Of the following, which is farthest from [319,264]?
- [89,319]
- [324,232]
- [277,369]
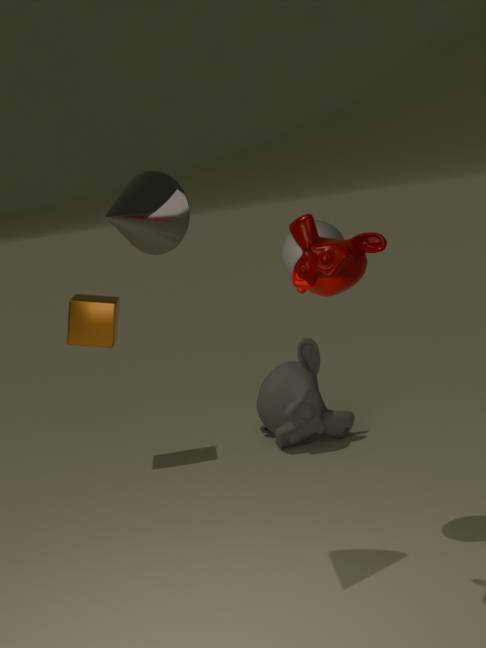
[89,319]
